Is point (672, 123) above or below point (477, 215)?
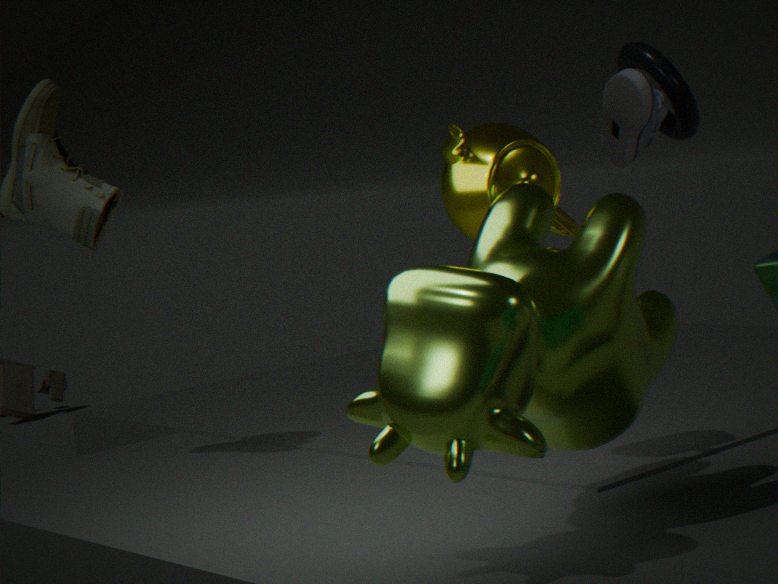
above
